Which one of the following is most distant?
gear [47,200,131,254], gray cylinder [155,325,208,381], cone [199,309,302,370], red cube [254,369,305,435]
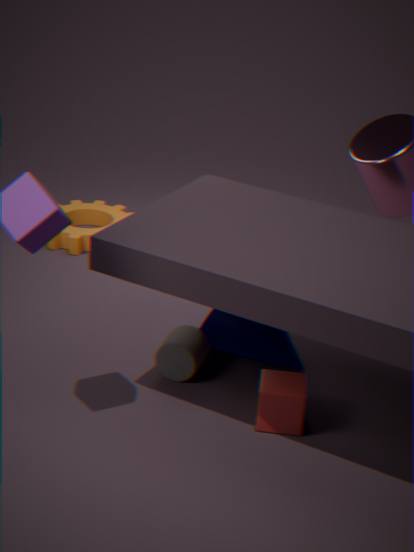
gear [47,200,131,254]
